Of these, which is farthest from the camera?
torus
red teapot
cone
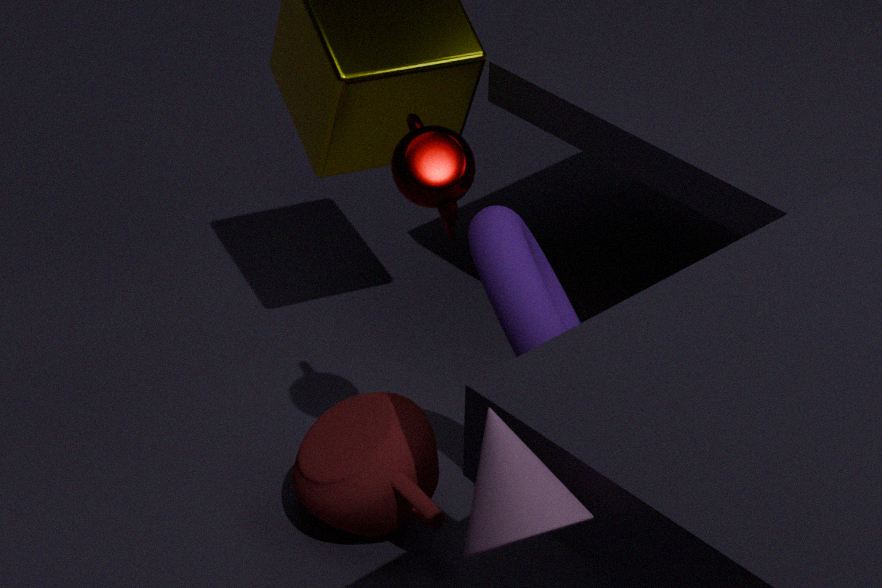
red teapot
